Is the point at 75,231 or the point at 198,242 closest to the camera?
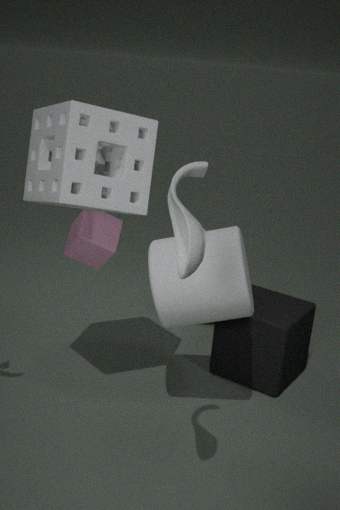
the point at 198,242
